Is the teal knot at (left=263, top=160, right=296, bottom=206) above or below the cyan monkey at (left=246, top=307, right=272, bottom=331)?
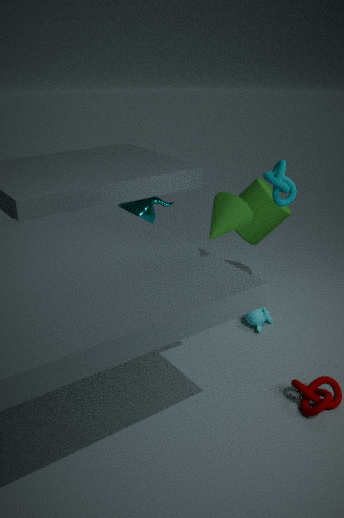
above
